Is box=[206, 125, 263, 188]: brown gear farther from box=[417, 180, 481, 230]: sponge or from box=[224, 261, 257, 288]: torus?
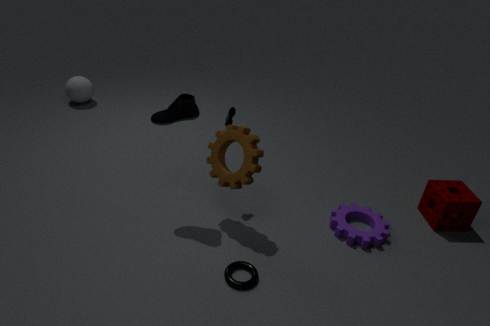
box=[417, 180, 481, 230]: sponge
